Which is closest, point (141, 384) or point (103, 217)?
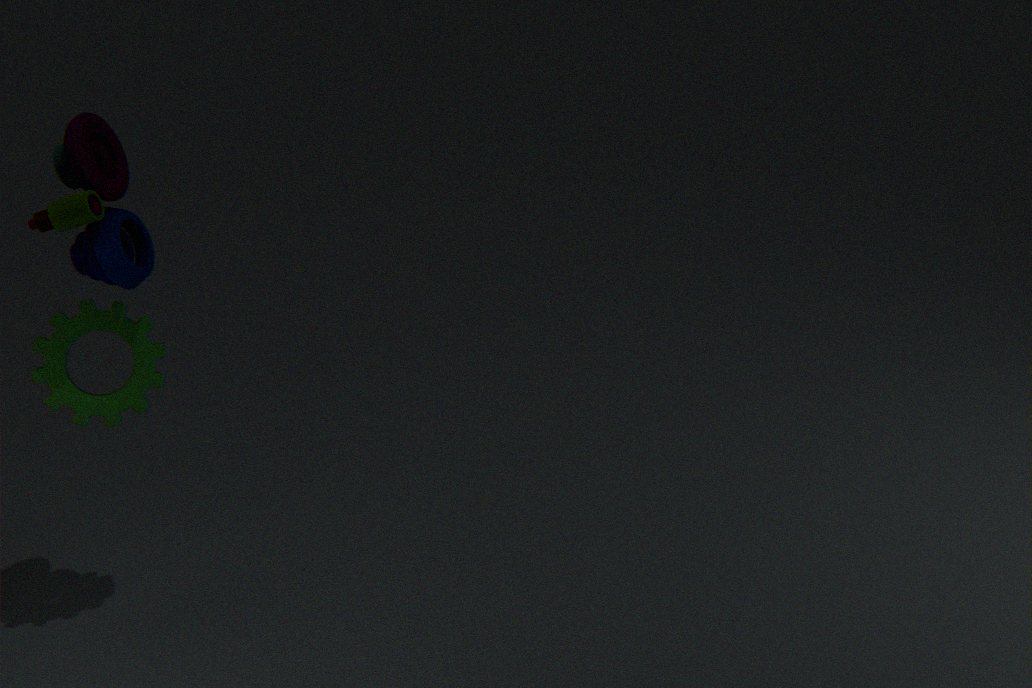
point (103, 217)
